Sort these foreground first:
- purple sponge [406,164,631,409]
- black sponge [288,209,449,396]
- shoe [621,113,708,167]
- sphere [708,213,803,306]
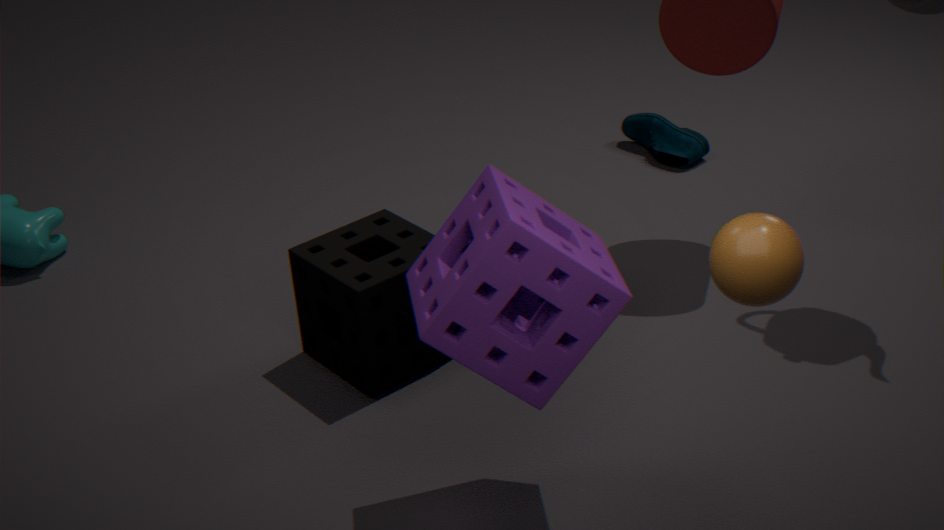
sphere [708,213,803,306] < purple sponge [406,164,631,409] < black sponge [288,209,449,396] < shoe [621,113,708,167]
